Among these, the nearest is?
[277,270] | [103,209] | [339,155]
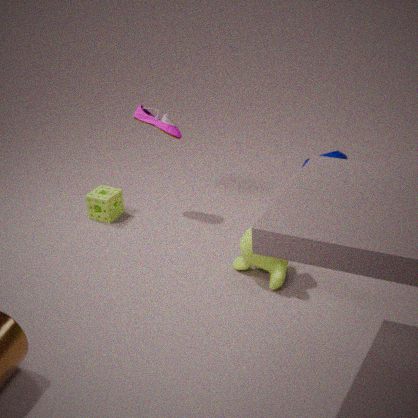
[277,270]
